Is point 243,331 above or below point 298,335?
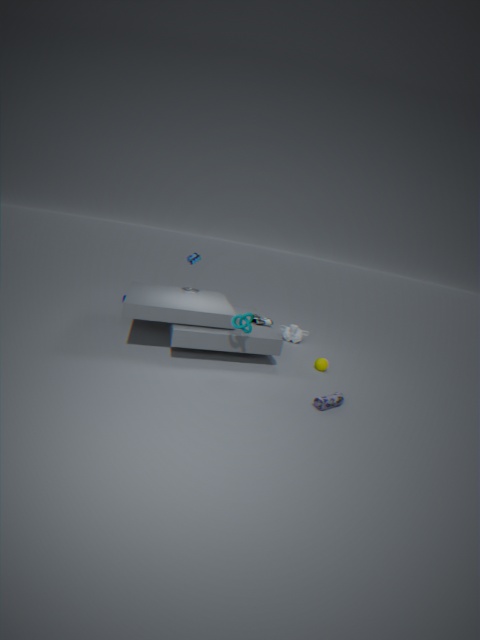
above
